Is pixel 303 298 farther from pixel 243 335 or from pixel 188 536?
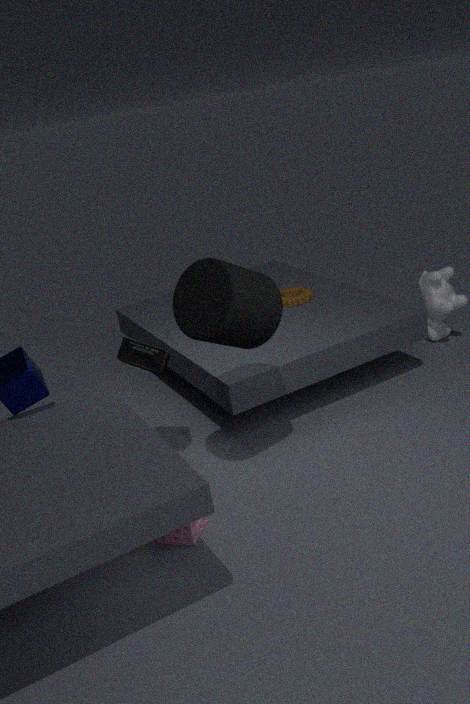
pixel 188 536
